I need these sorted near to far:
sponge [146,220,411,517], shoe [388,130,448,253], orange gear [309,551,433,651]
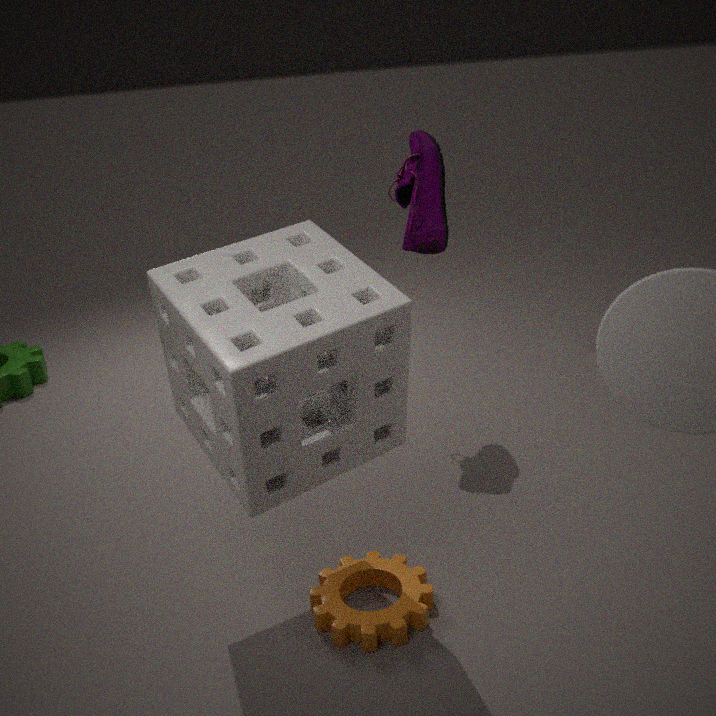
sponge [146,220,411,517], orange gear [309,551,433,651], shoe [388,130,448,253]
